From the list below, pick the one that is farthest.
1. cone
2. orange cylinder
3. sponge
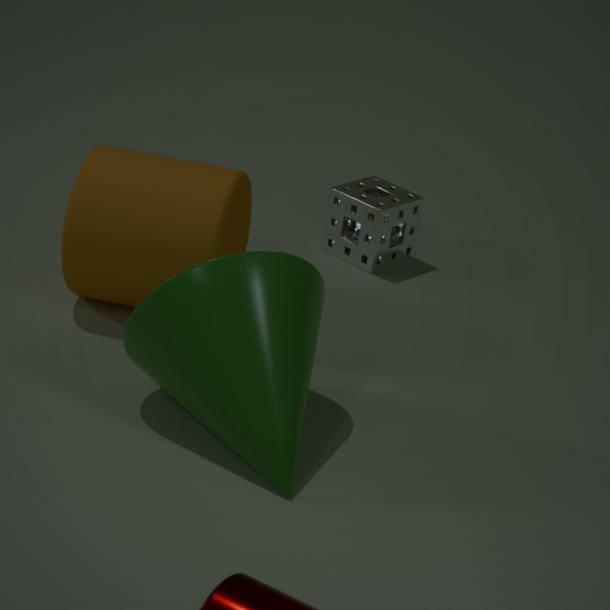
sponge
